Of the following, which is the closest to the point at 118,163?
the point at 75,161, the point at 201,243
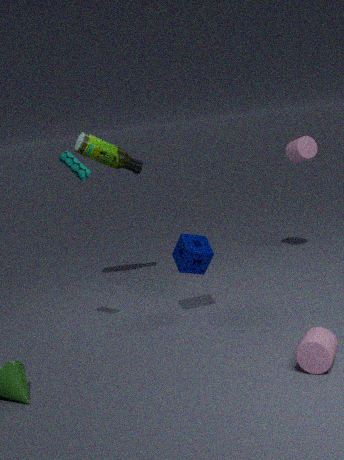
the point at 75,161
